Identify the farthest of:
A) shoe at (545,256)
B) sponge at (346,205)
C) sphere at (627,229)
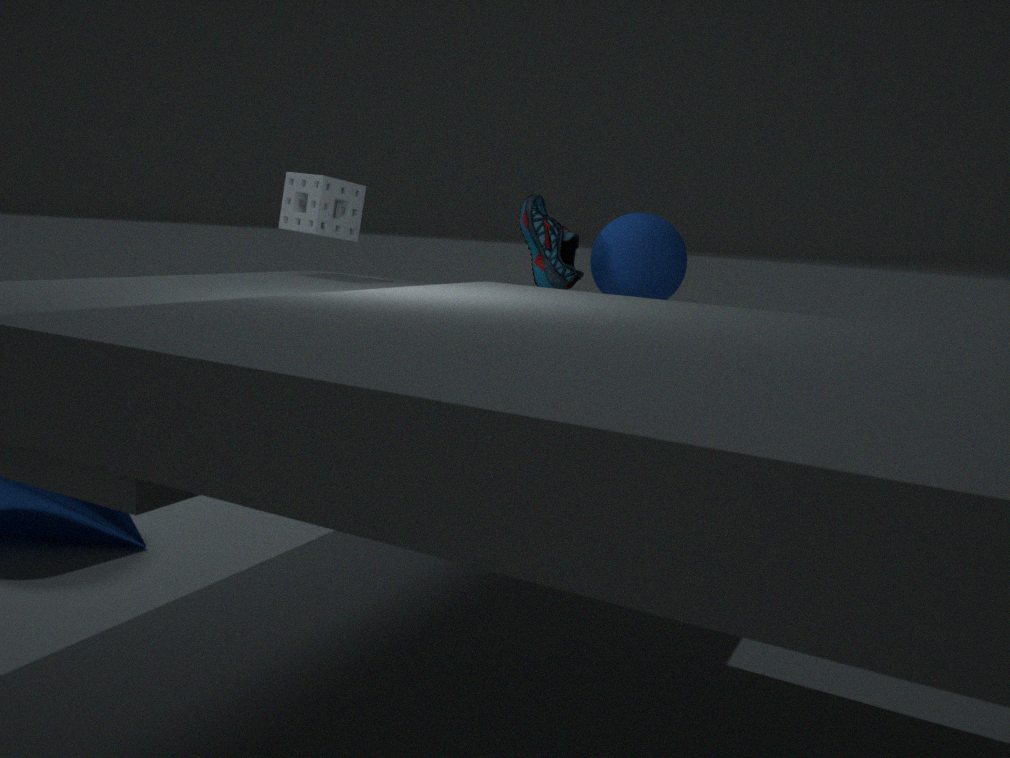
shoe at (545,256)
